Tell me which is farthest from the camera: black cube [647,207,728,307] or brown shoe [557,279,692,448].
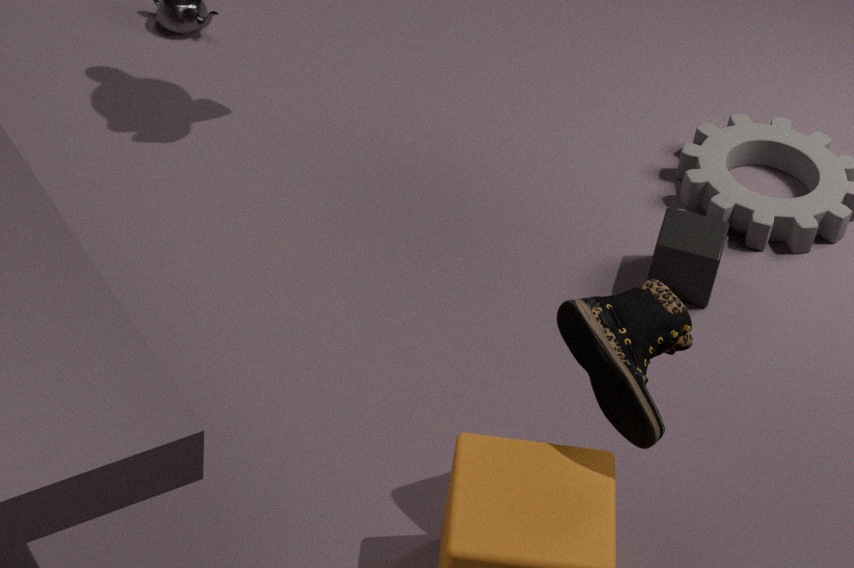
black cube [647,207,728,307]
